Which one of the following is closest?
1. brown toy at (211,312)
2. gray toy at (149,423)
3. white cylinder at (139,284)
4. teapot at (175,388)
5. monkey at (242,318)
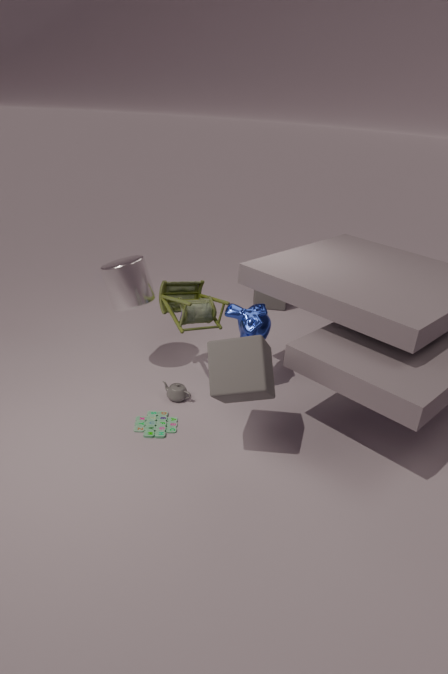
gray toy at (149,423)
